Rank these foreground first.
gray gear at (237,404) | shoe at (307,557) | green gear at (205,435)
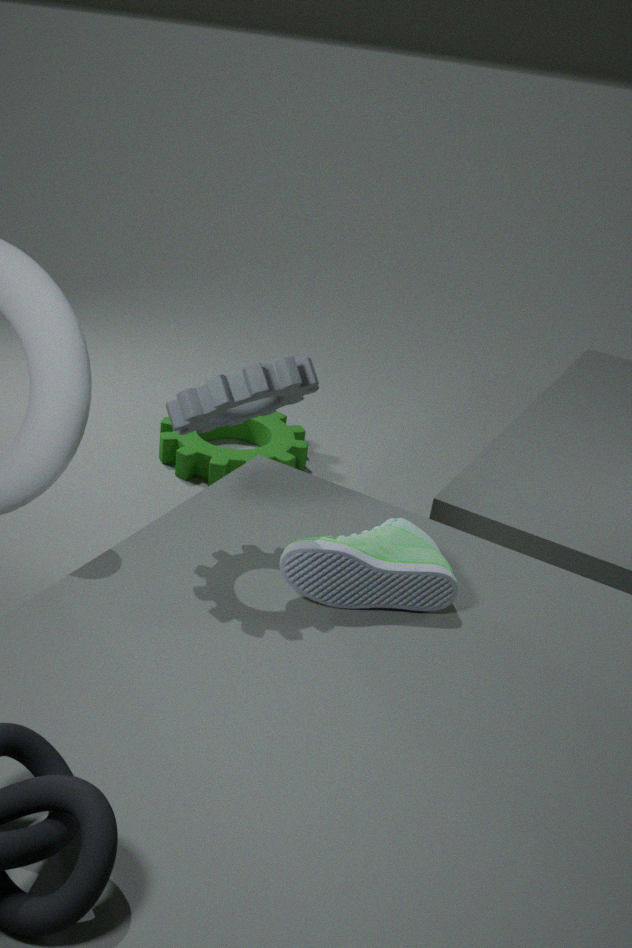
gray gear at (237,404) < shoe at (307,557) < green gear at (205,435)
